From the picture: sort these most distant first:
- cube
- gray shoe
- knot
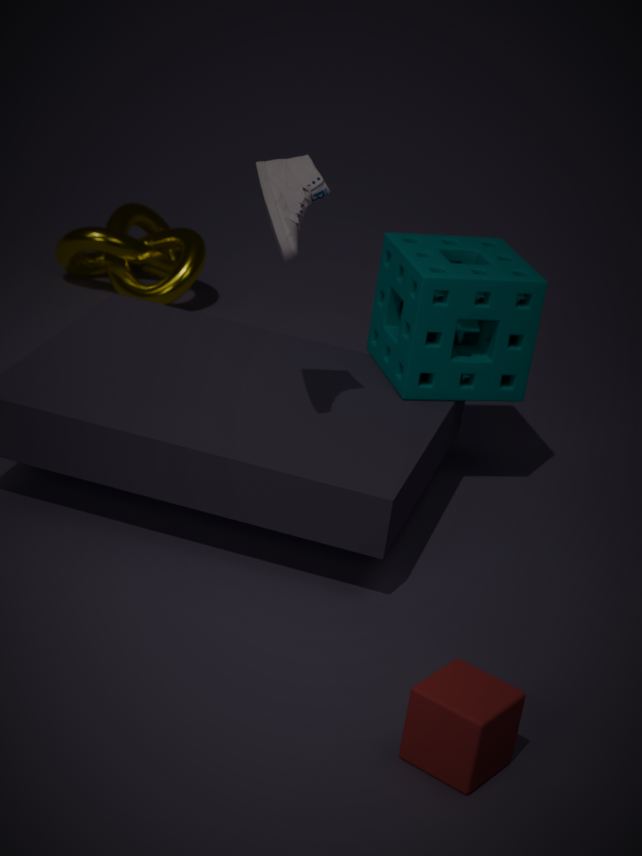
knot
gray shoe
cube
